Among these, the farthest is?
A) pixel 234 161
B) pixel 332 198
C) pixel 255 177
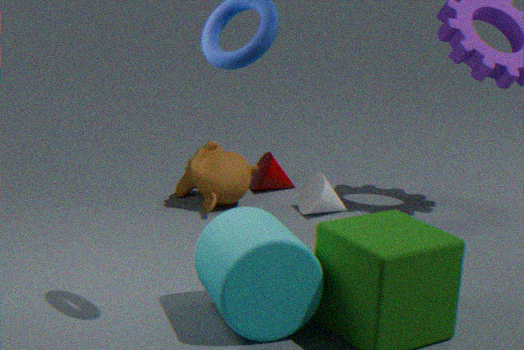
C. pixel 255 177
